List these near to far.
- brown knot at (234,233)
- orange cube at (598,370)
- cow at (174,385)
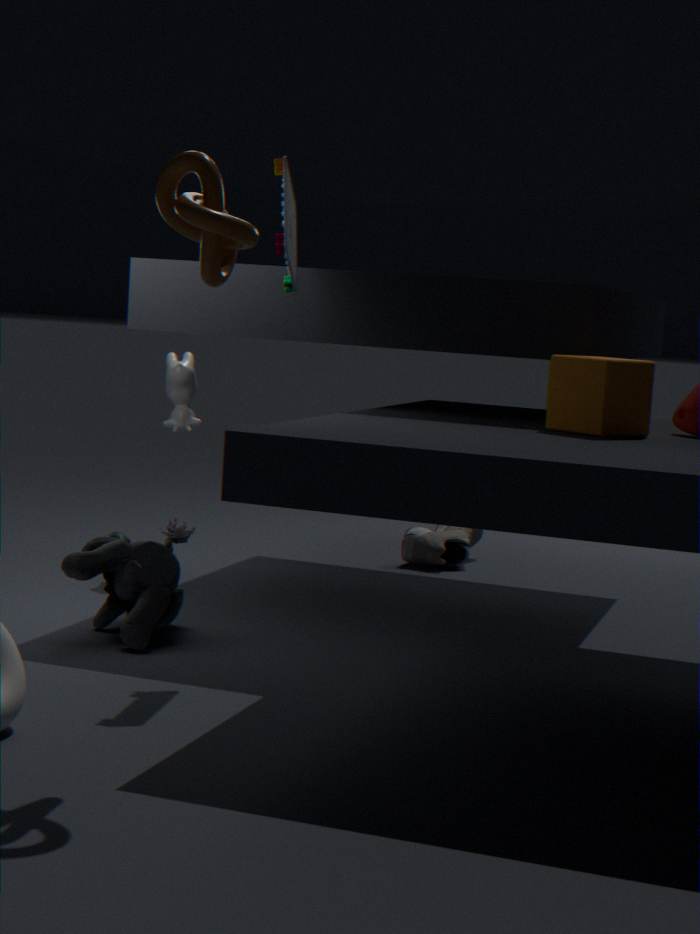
brown knot at (234,233) → orange cube at (598,370) → cow at (174,385)
